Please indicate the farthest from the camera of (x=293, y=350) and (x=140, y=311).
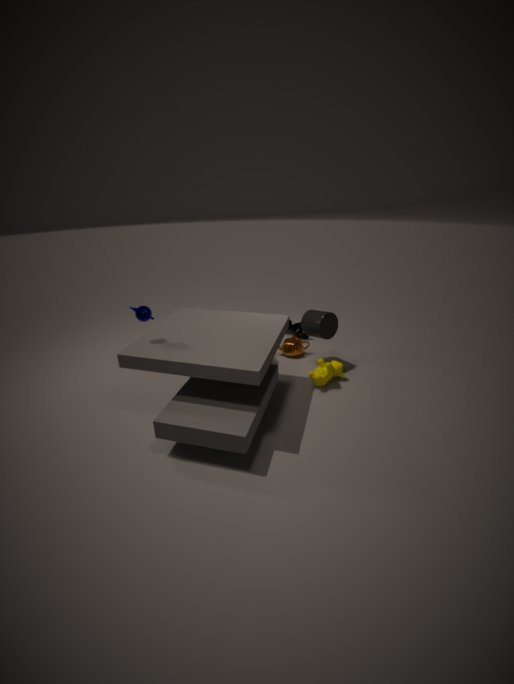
(x=293, y=350)
